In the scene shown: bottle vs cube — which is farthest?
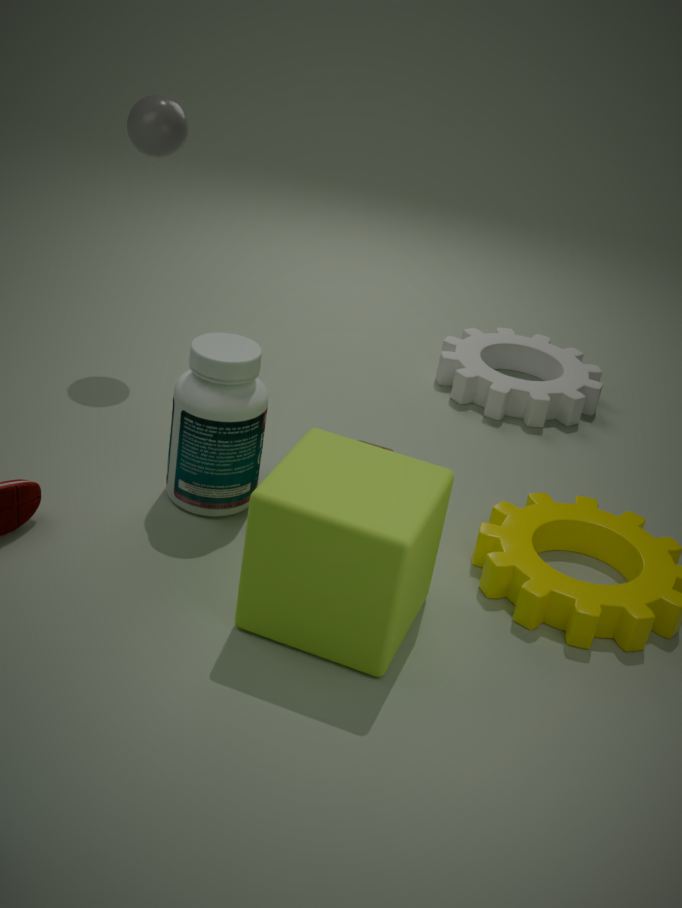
bottle
